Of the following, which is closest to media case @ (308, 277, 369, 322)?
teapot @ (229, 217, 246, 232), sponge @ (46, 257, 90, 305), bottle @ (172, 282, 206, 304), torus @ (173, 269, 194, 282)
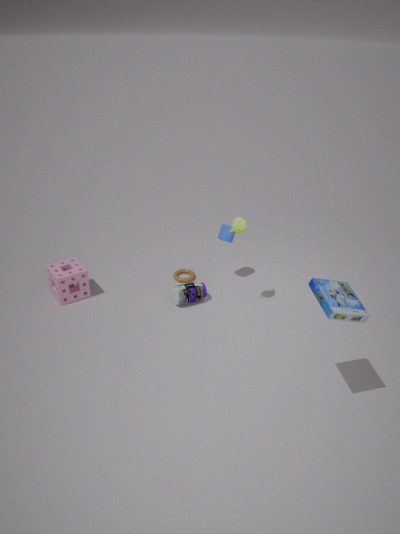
teapot @ (229, 217, 246, 232)
